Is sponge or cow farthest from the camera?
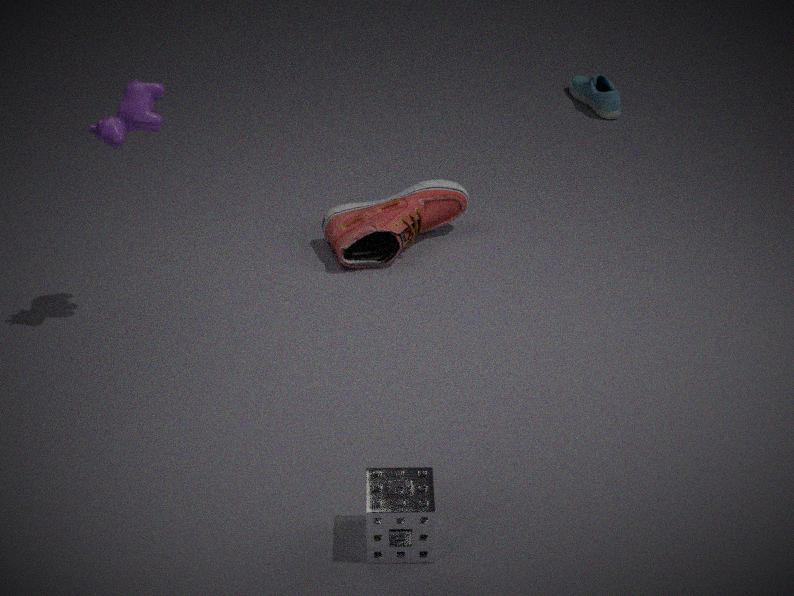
cow
